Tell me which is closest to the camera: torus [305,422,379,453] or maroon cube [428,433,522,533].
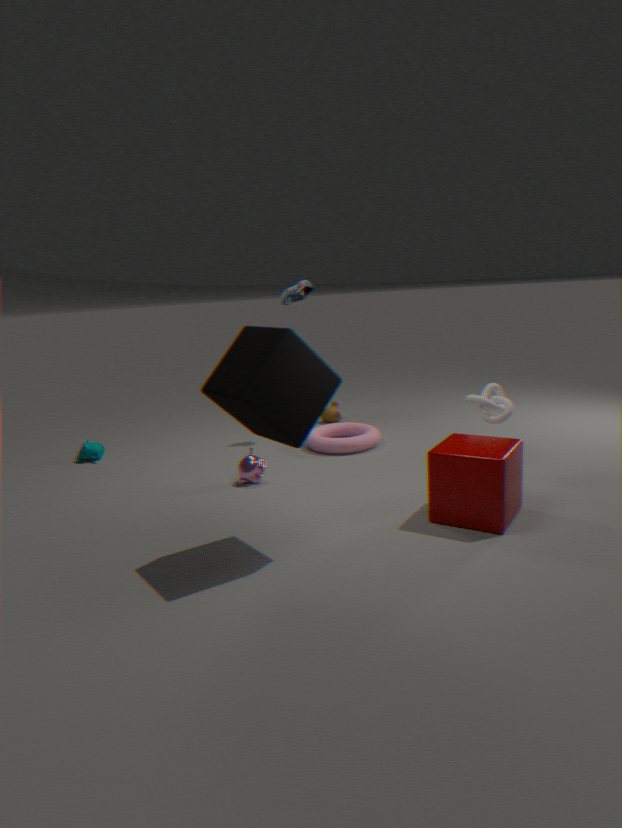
maroon cube [428,433,522,533]
